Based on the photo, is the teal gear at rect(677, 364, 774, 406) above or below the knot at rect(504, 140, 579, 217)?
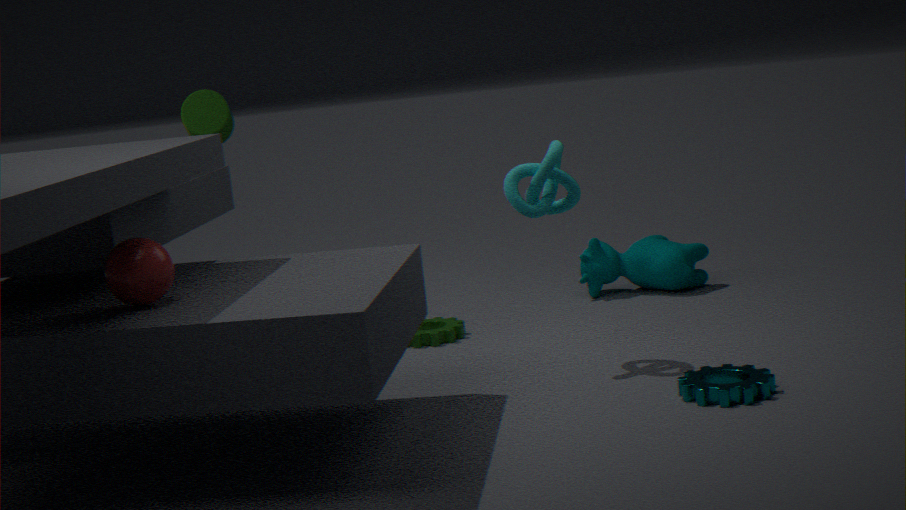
below
